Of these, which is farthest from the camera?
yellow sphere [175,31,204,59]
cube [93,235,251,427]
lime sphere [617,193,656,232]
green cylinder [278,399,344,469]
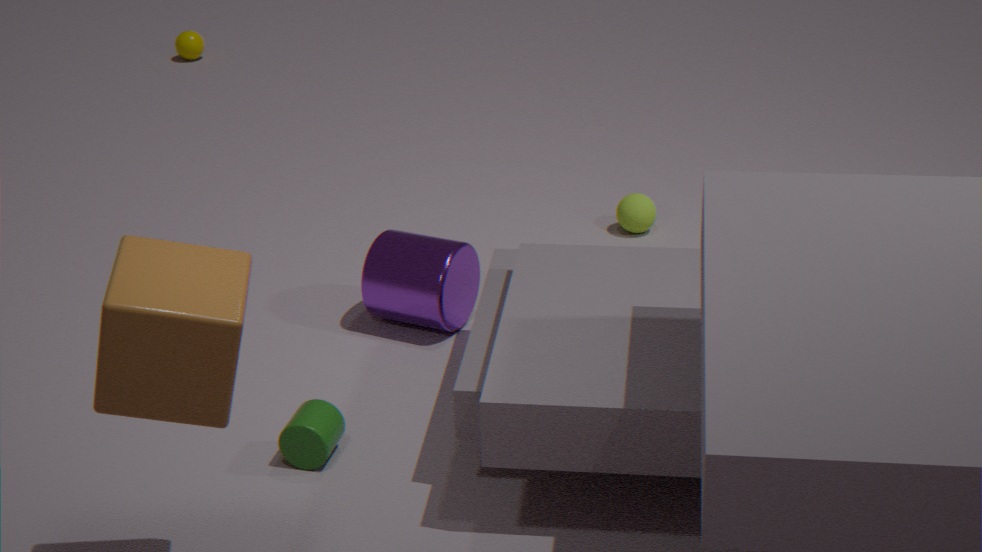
yellow sphere [175,31,204,59]
